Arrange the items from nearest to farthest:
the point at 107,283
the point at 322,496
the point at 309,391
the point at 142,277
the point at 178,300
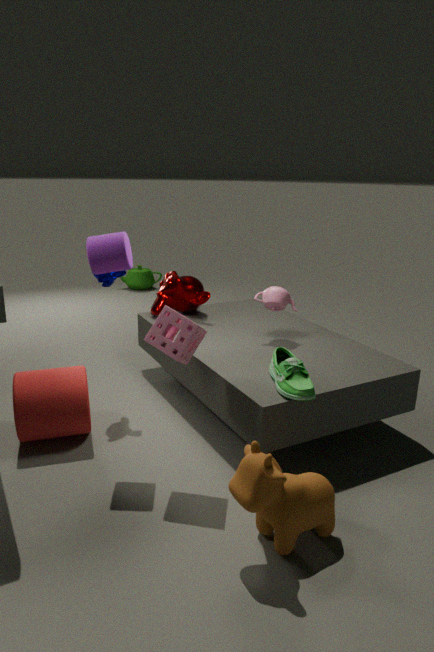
the point at 322,496
the point at 309,391
the point at 107,283
the point at 178,300
the point at 142,277
